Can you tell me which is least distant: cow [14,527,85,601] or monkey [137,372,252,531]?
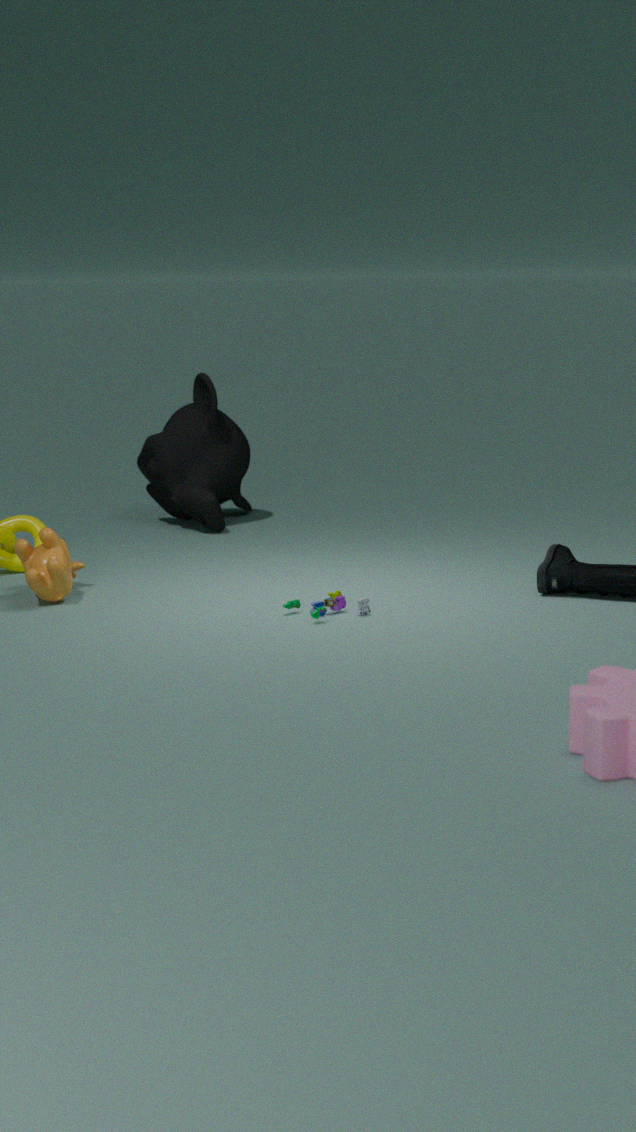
cow [14,527,85,601]
